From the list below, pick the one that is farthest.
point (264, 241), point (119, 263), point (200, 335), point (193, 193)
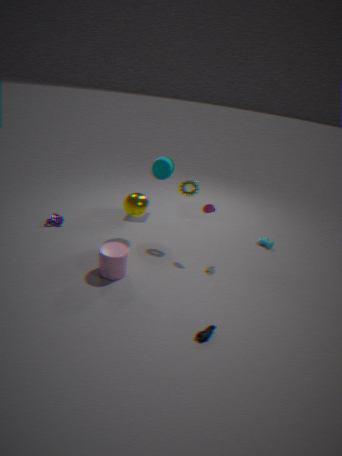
point (264, 241)
